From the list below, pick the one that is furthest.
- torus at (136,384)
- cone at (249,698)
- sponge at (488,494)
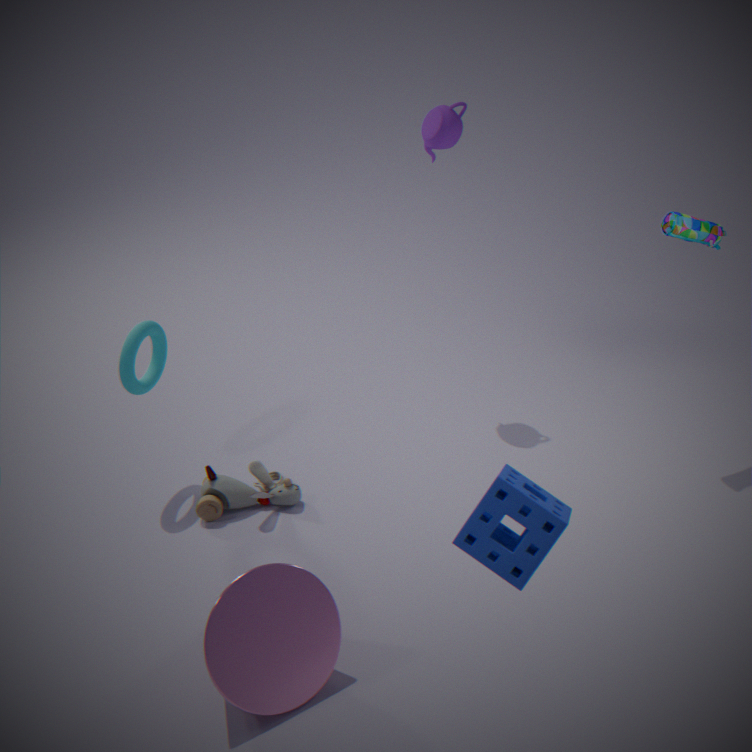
torus at (136,384)
